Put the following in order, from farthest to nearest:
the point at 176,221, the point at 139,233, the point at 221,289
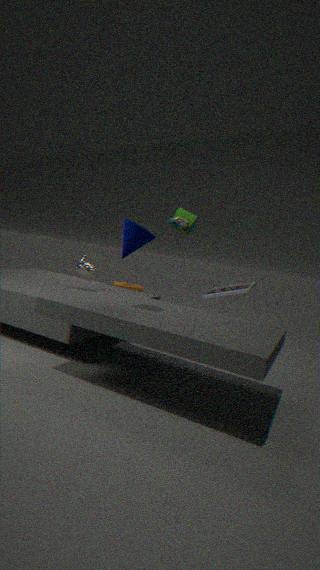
the point at 221,289 < the point at 176,221 < the point at 139,233
